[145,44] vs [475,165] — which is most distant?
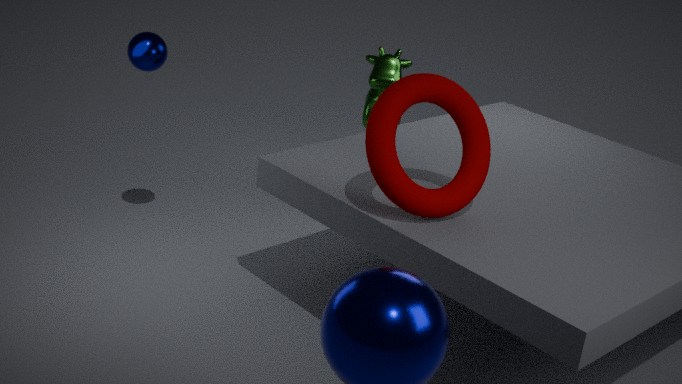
[145,44]
